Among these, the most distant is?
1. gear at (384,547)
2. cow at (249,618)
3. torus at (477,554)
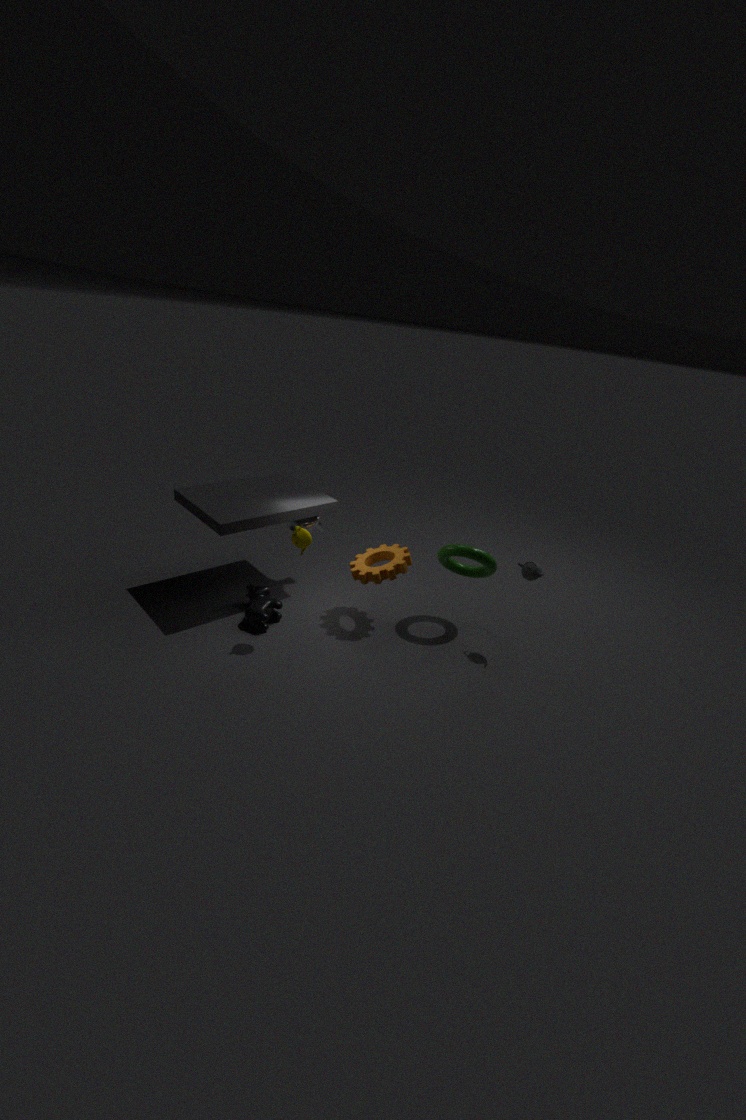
cow at (249,618)
